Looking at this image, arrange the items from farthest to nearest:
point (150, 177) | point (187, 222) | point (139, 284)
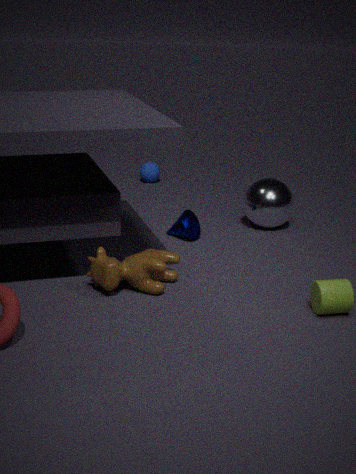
point (150, 177) < point (187, 222) < point (139, 284)
